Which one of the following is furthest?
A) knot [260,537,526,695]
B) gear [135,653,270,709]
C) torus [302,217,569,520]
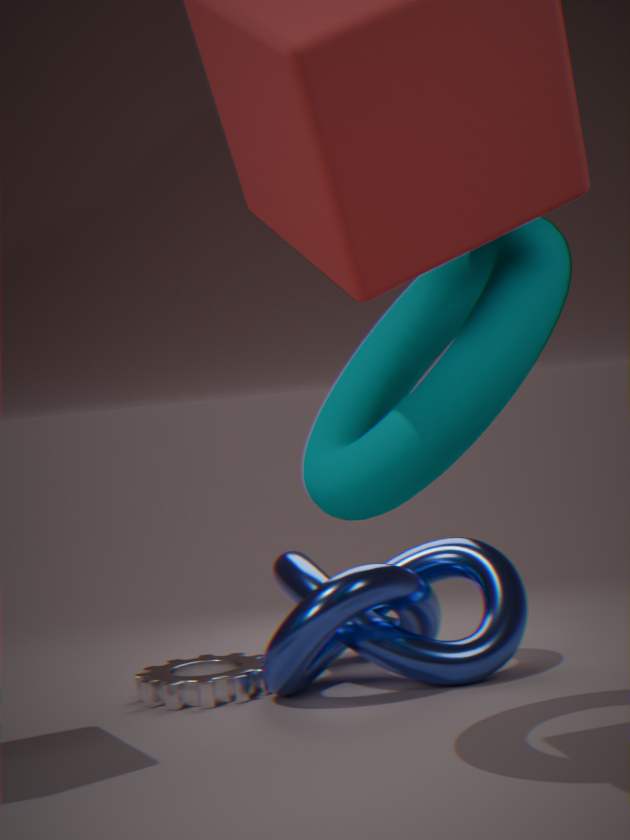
gear [135,653,270,709]
